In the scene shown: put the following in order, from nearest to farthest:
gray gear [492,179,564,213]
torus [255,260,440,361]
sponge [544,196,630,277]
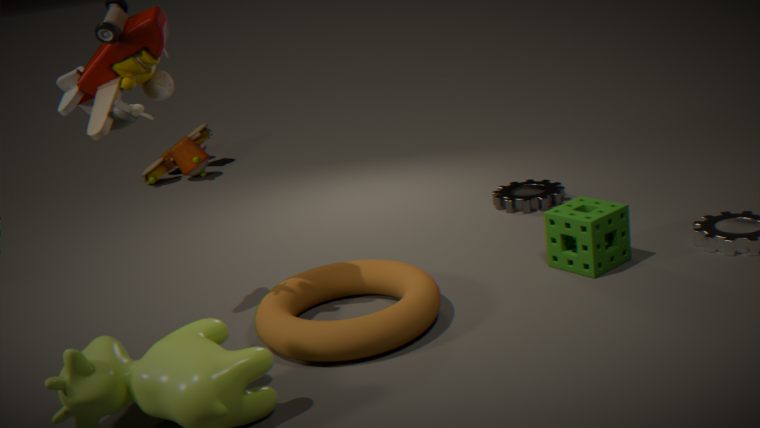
torus [255,260,440,361]
sponge [544,196,630,277]
gray gear [492,179,564,213]
